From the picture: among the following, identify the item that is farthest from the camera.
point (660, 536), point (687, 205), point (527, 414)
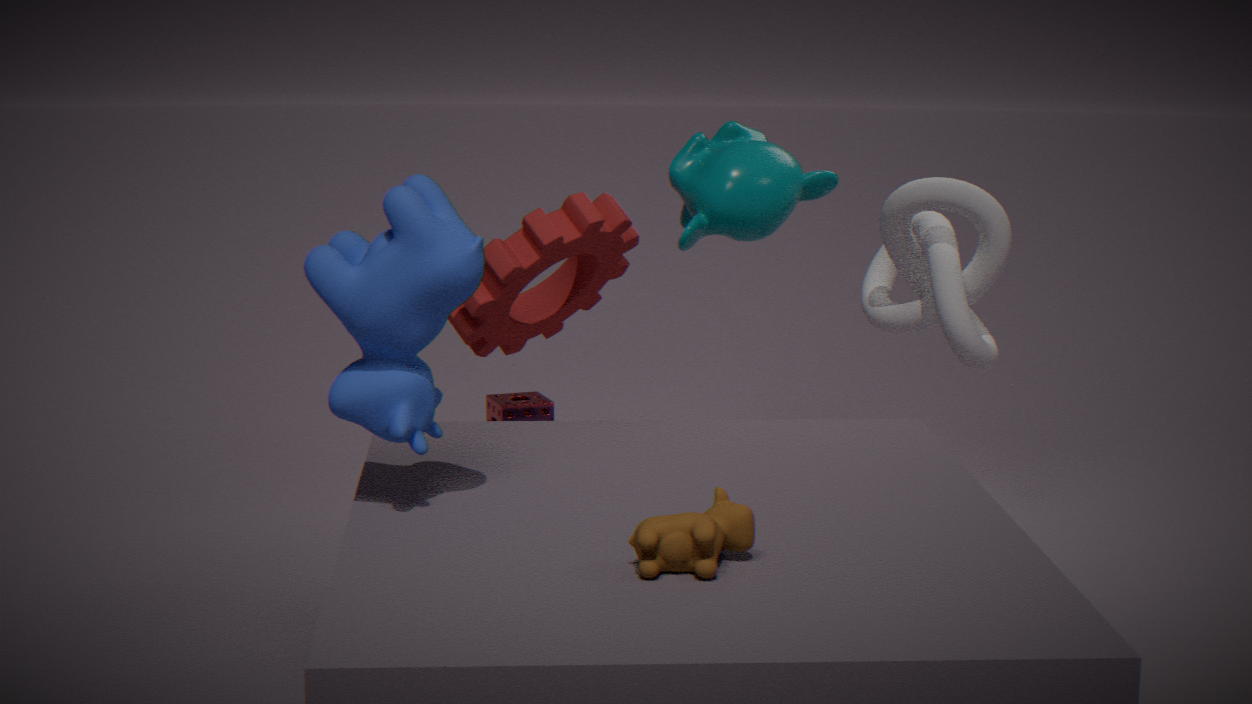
point (527, 414)
